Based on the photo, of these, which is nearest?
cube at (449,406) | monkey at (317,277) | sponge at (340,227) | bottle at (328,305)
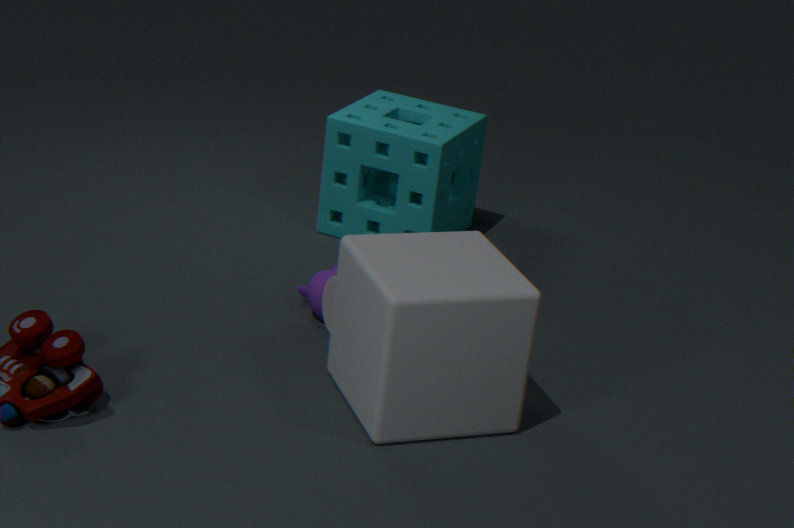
cube at (449,406)
